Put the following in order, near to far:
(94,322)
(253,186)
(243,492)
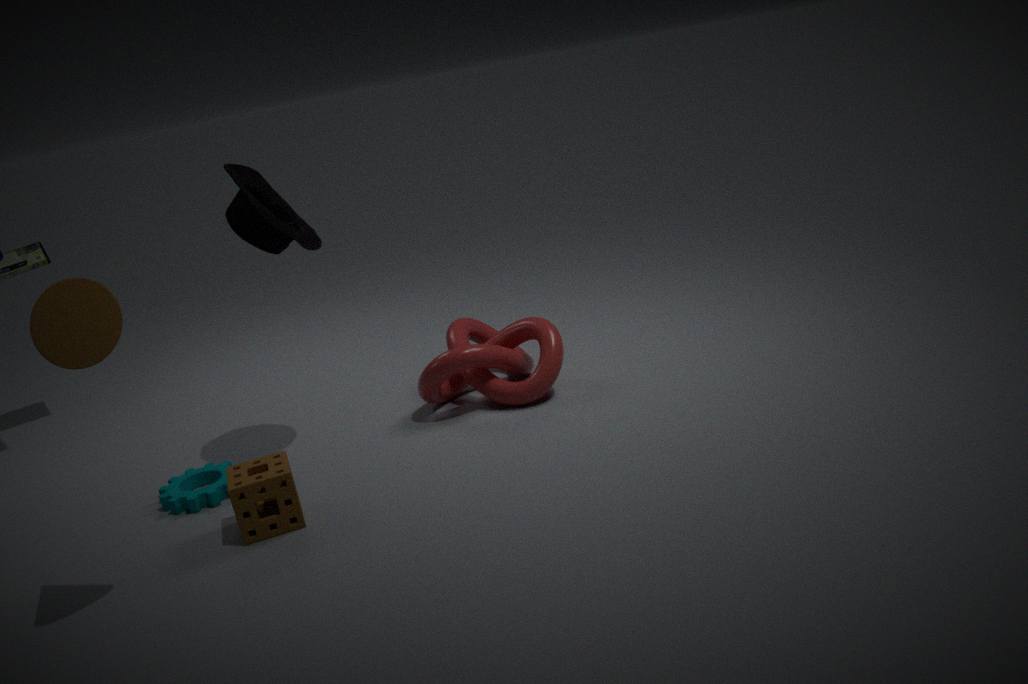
(94,322), (243,492), (253,186)
